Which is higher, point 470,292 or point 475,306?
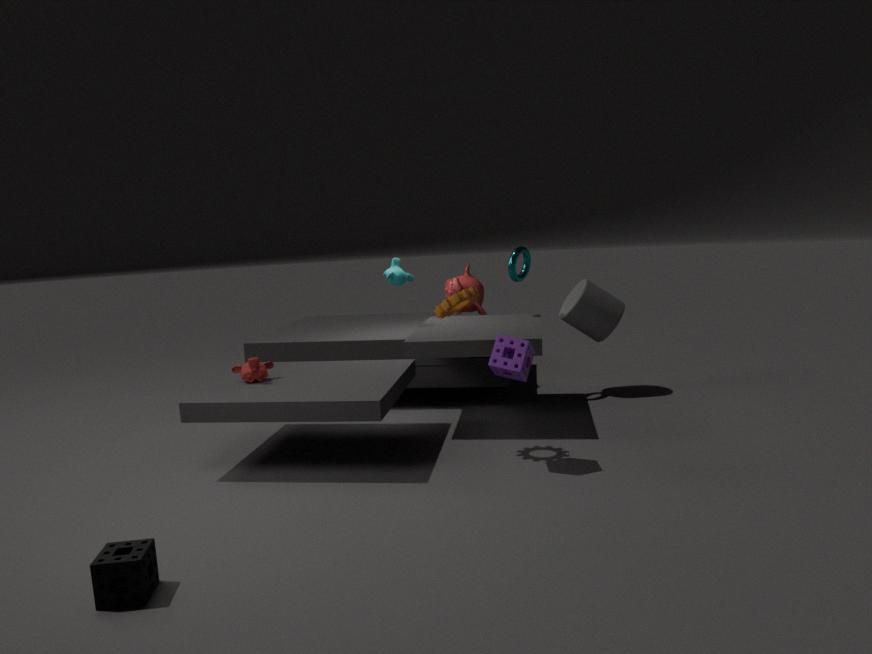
point 470,292
